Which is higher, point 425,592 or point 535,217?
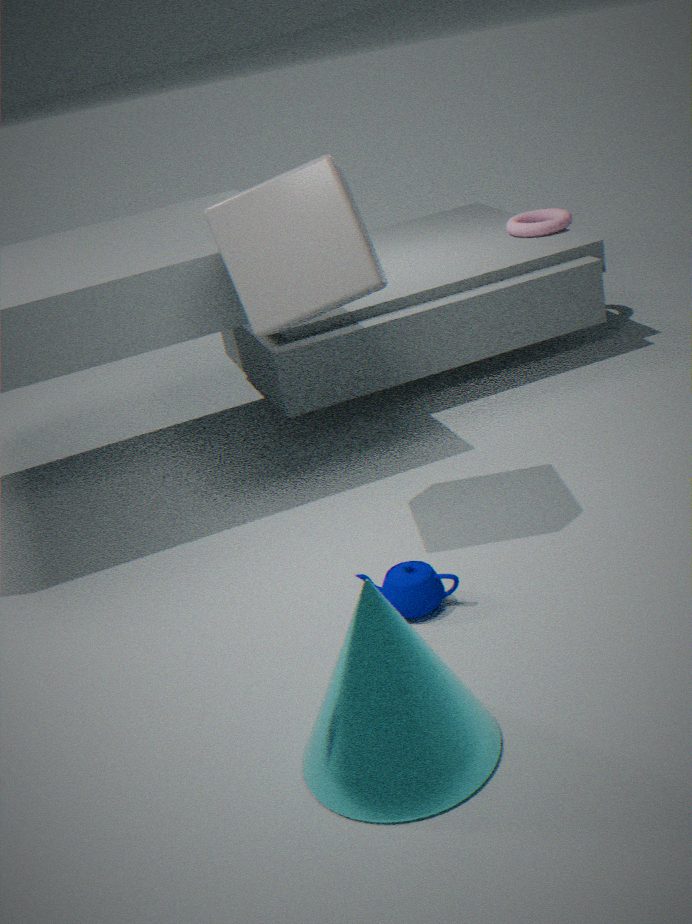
point 535,217
